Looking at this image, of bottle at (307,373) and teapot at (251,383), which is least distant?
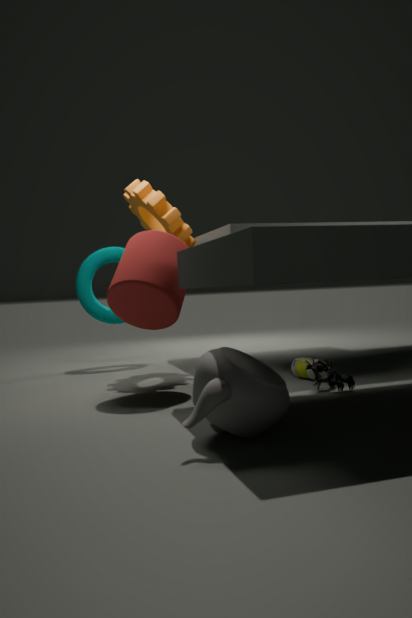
teapot at (251,383)
